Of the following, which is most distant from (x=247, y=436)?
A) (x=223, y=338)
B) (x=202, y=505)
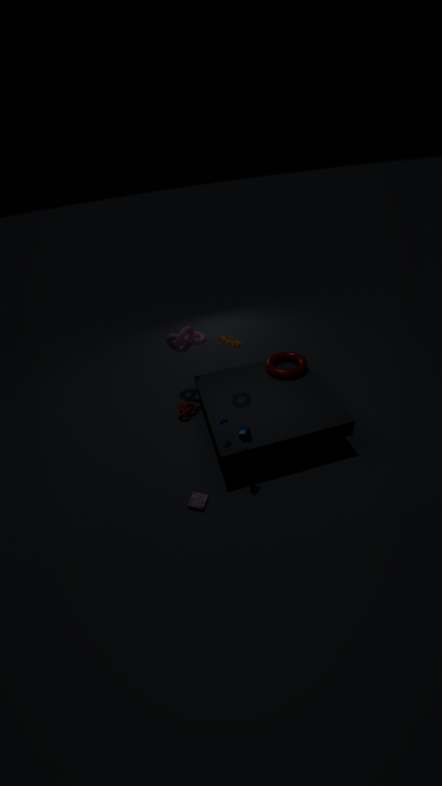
(x=223, y=338)
